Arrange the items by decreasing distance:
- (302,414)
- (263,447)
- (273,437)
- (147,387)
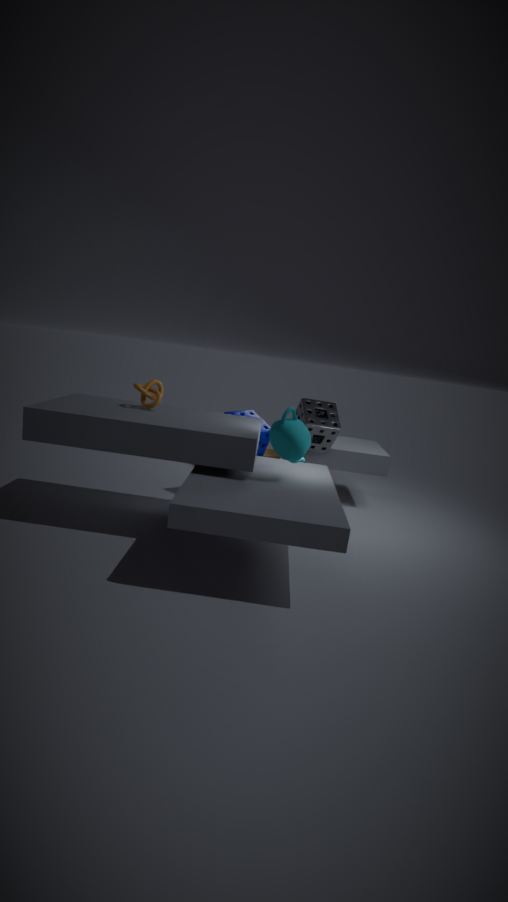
1. (263,447)
2. (302,414)
3. (147,387)
4. (273,437)
